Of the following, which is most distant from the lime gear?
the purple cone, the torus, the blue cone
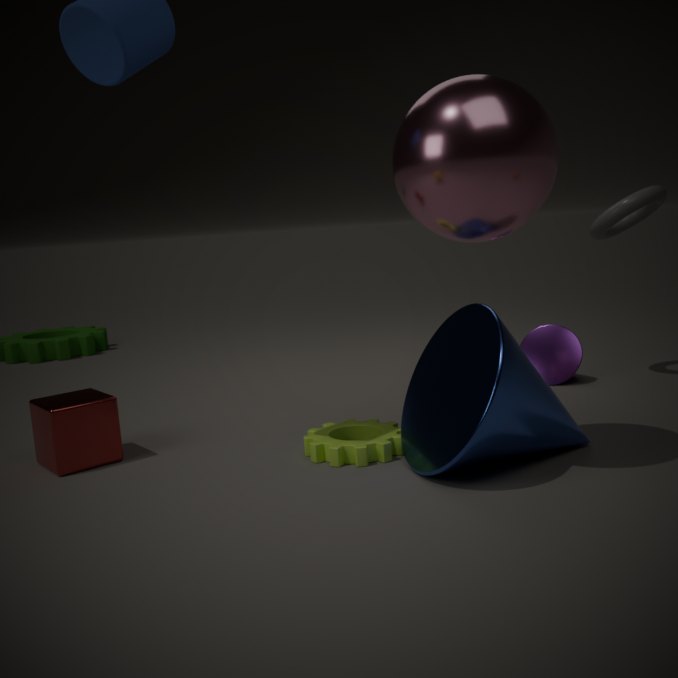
the torus
